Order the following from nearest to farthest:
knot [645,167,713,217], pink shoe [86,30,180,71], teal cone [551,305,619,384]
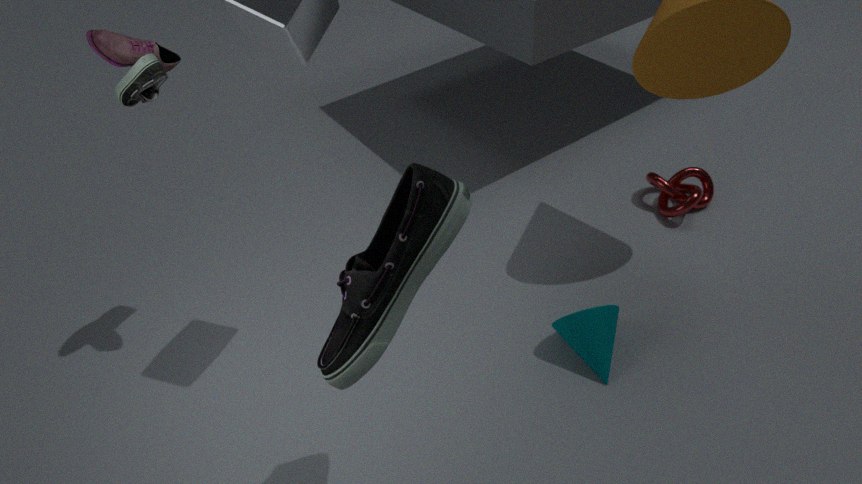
pink shoe [86,30,180,71], teal cone [551,305,619,384], knot [645,167,713,217]
